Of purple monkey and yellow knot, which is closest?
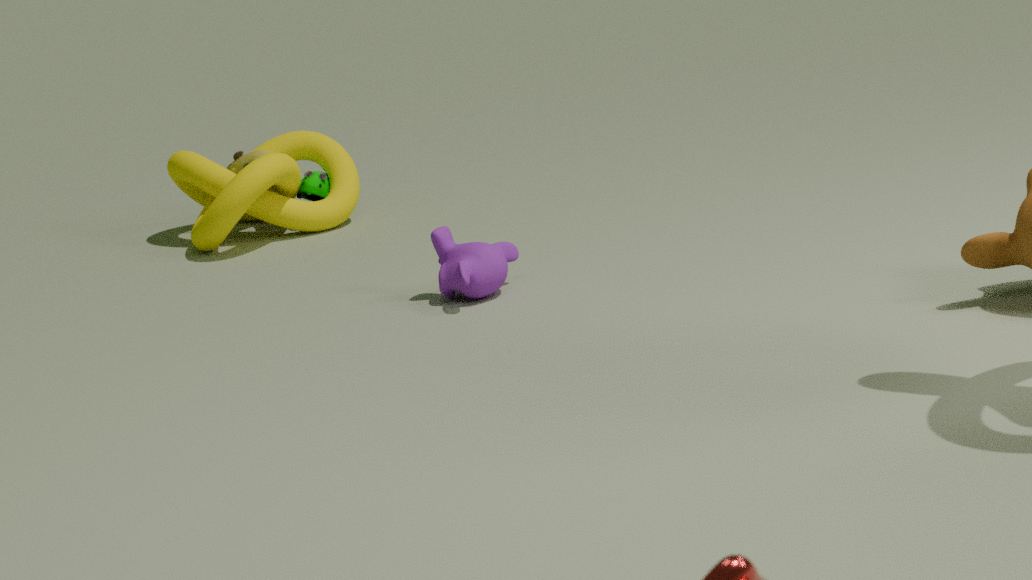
purple monkey
